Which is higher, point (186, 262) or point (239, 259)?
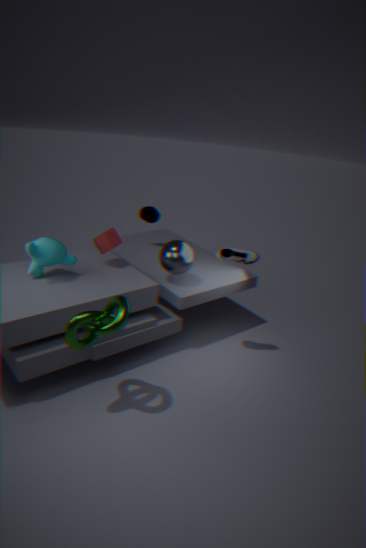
point (239, 259)
